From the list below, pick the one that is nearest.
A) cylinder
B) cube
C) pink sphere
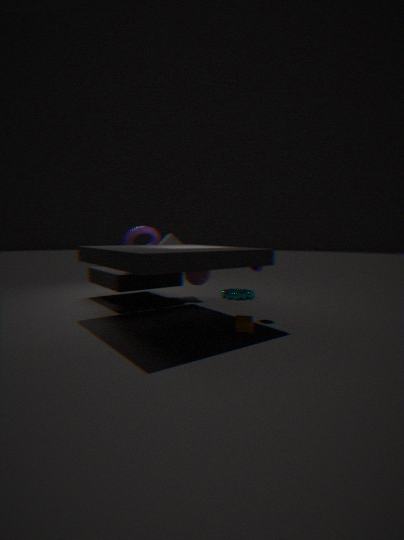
cylinder
